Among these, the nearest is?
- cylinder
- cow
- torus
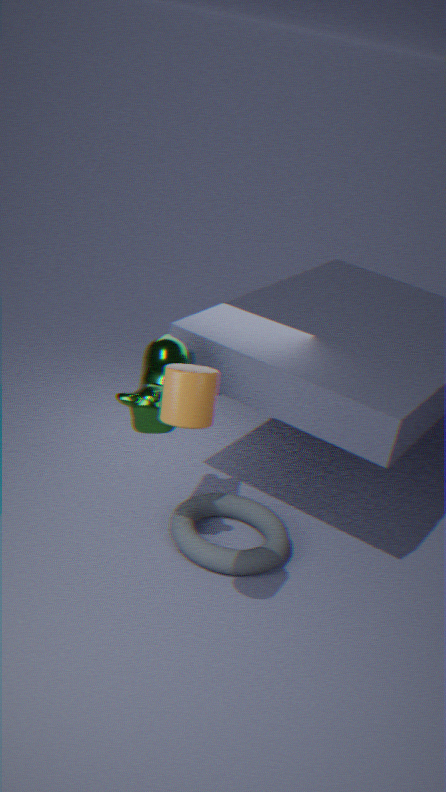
cylinder
